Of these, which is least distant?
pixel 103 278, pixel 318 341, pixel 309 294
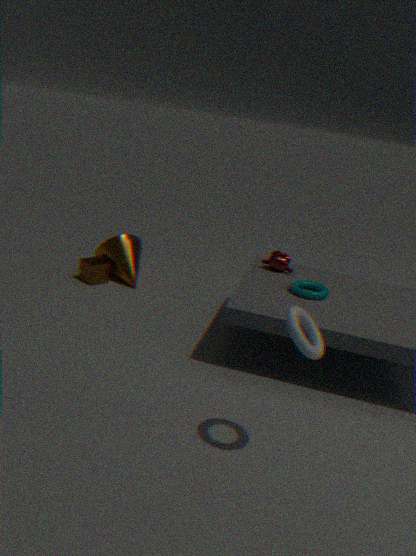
pixel 318 341
